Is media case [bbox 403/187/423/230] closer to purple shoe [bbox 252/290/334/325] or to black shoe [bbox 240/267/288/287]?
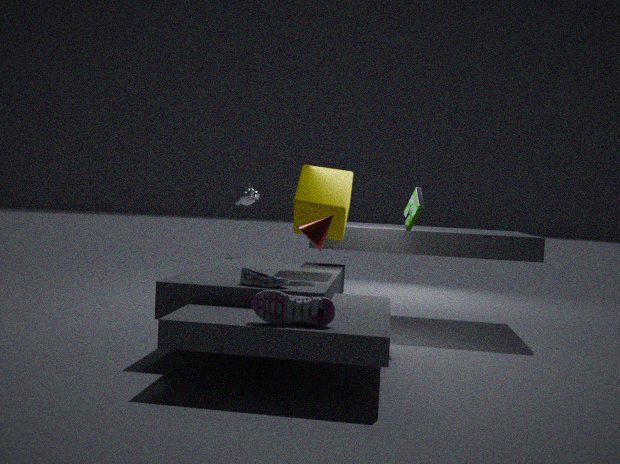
black shoe [bbox 240/267/288/287]
